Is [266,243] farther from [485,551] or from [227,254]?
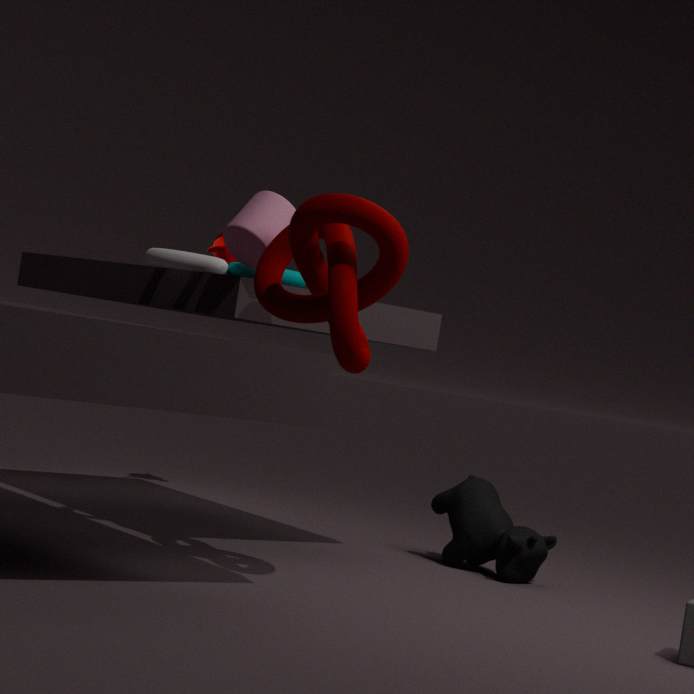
[227,254]
